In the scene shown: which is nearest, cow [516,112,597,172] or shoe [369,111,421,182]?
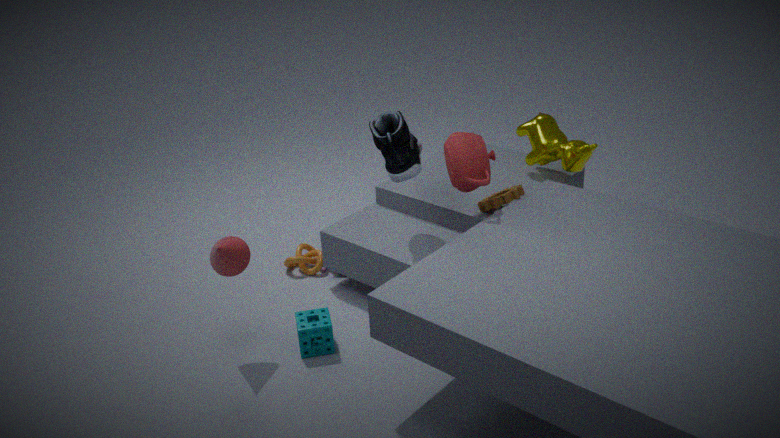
shoe [369,111,421,182]
